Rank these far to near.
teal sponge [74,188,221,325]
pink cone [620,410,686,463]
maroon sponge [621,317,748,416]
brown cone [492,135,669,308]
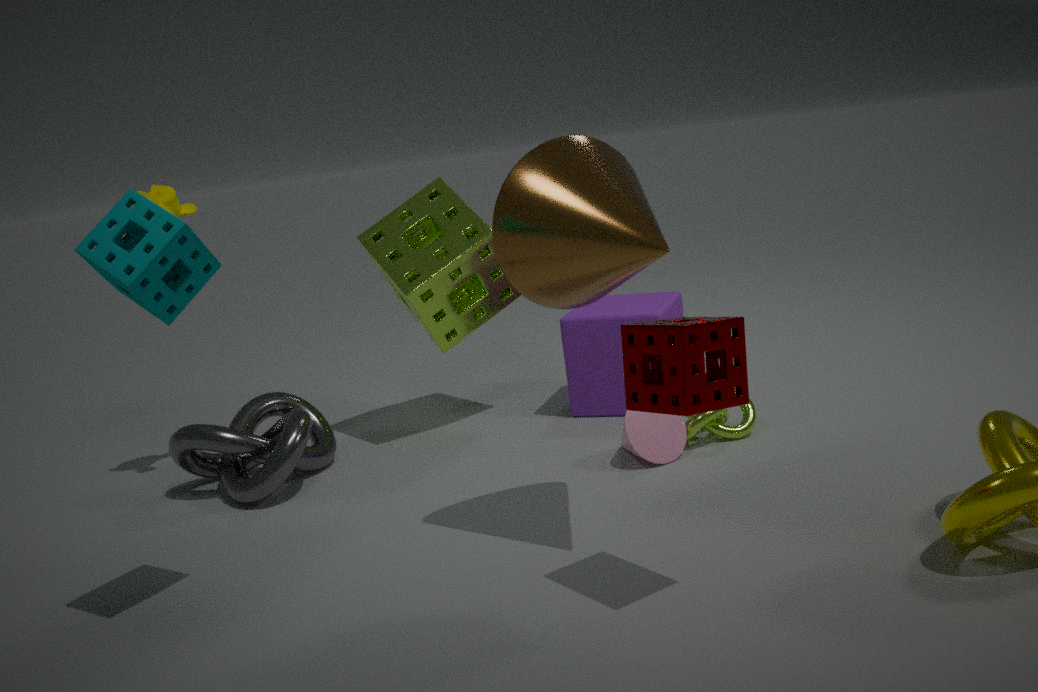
pink cone [620,410,686,463] < brown cone [492,135,669,308] < teal sponge [74,188,221,325] < maroon sponge [621,317,748,416]
